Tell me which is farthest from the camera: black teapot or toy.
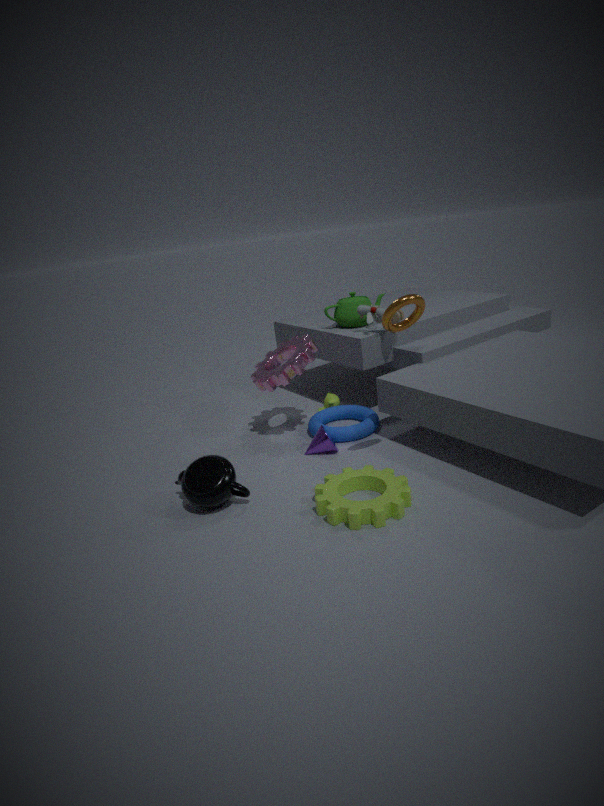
toy
